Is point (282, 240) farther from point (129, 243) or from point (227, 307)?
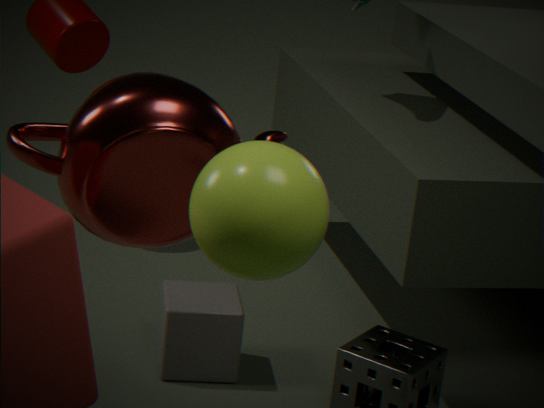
point (227, 307)
